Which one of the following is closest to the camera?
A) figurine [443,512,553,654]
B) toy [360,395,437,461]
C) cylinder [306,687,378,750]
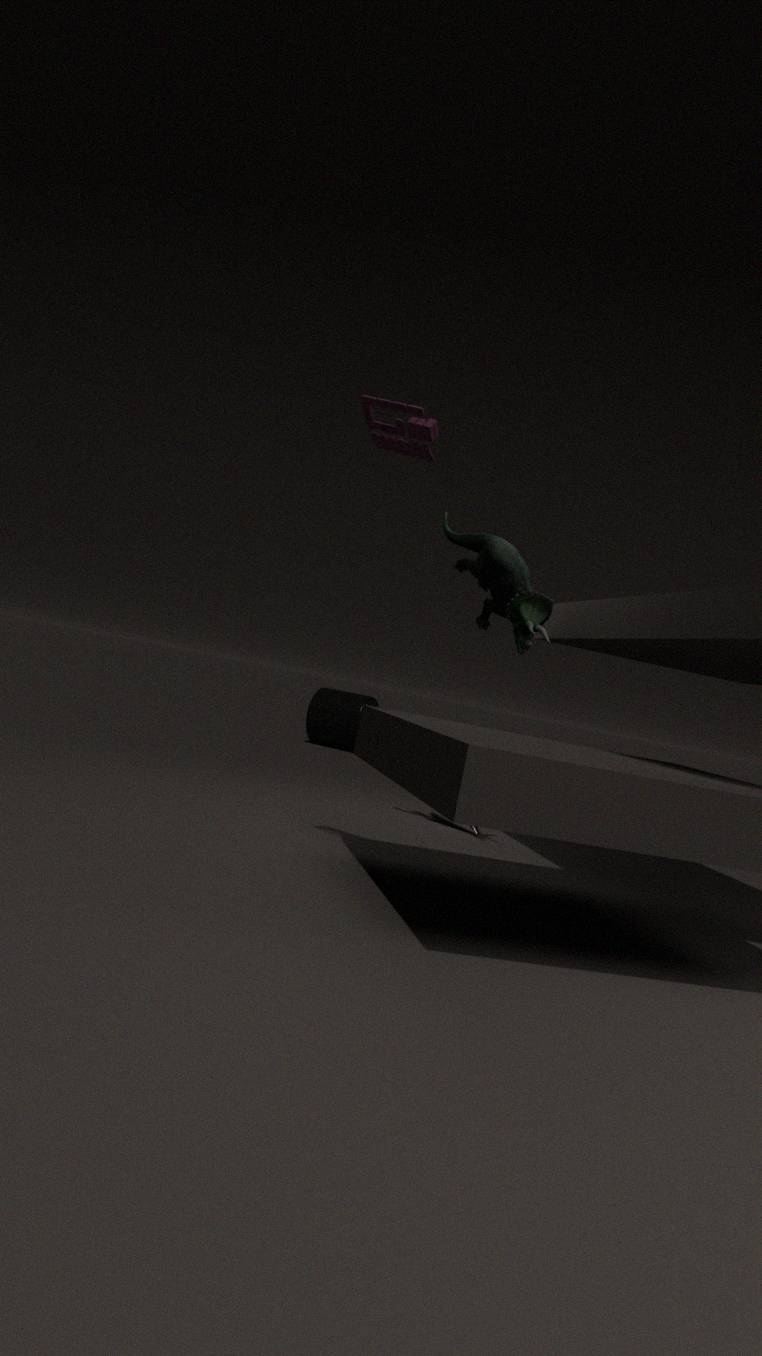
toy [360,395,437,461]
